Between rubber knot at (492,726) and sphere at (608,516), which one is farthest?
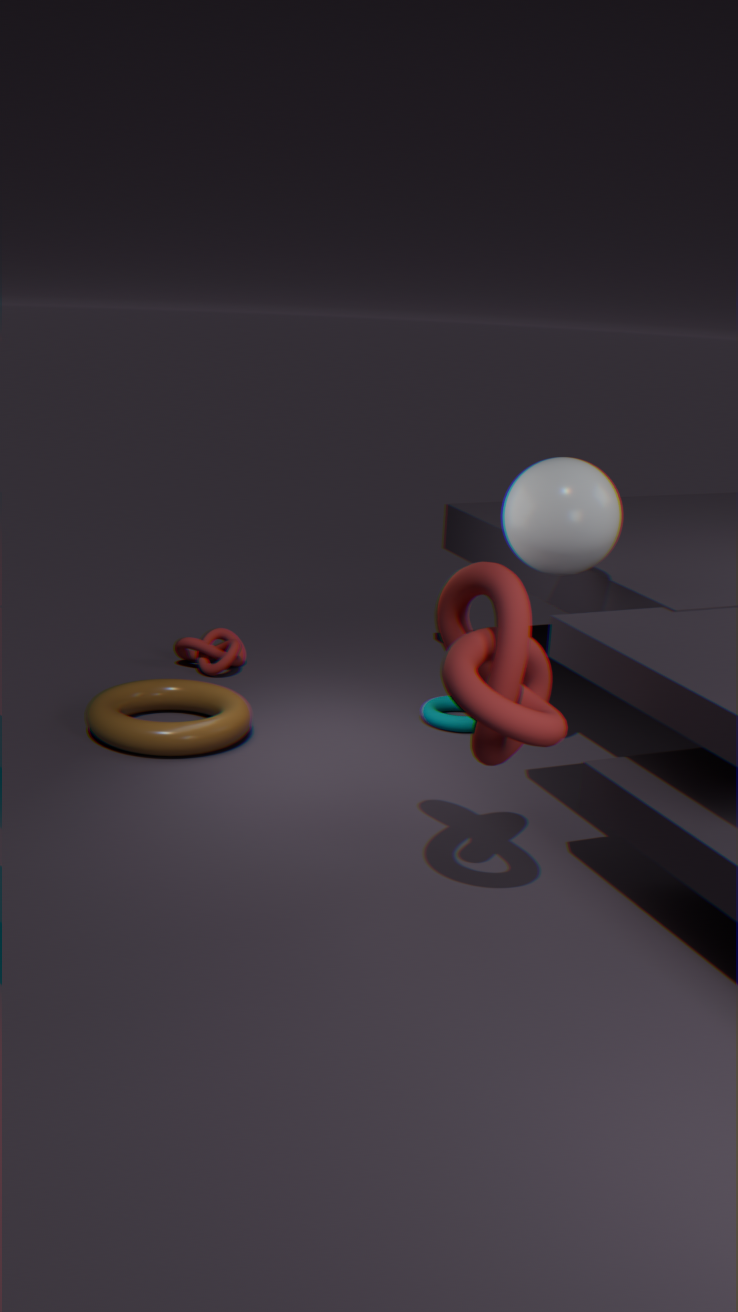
sphere at (608,516)
